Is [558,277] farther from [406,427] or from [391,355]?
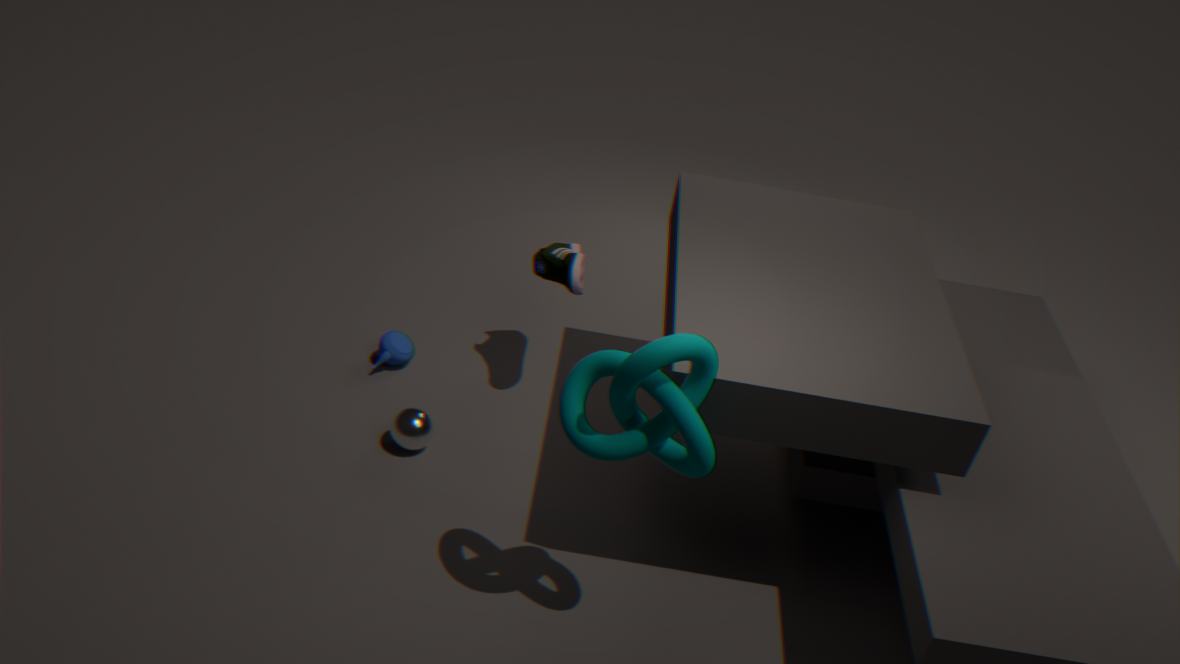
[406,427]
